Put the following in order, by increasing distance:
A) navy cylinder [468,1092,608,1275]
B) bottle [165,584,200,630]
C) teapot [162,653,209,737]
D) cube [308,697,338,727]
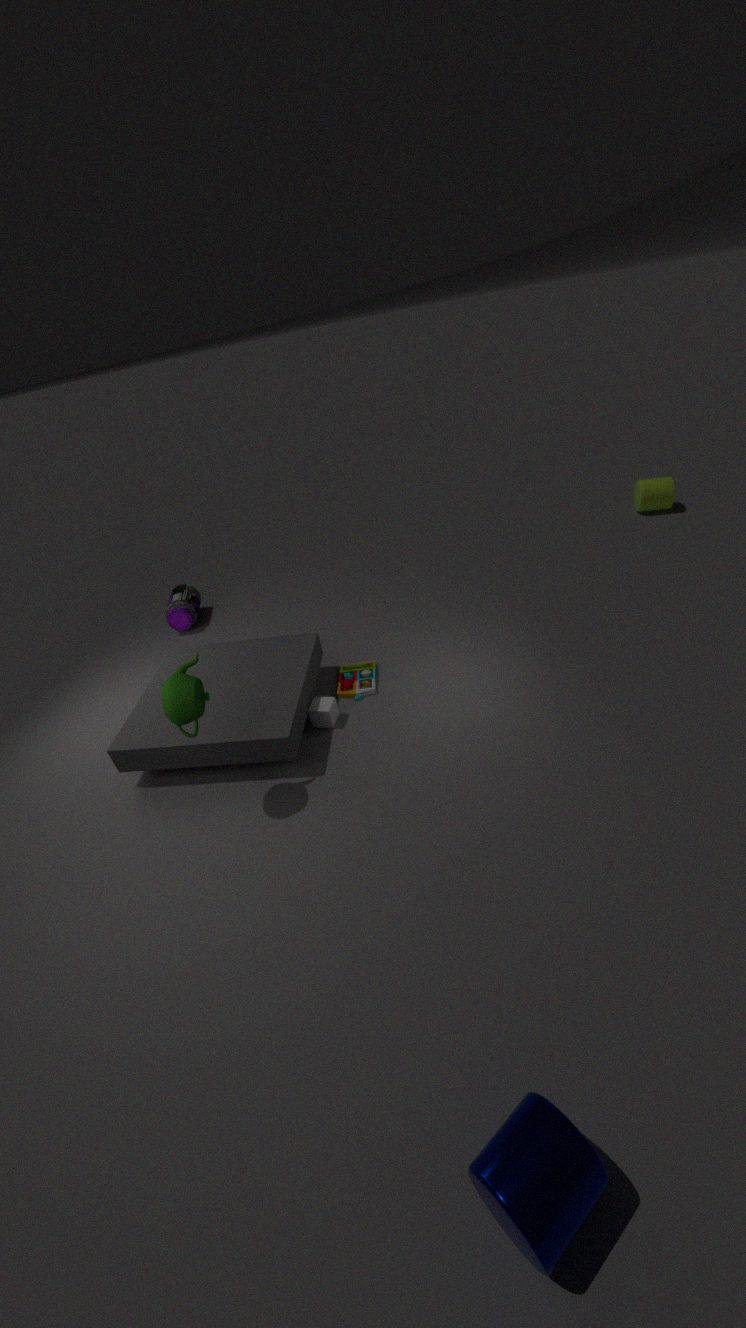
navy cylinder [468,1092,608,1275], teapot [162,653,209,737], cube [308,697,338,727], bottle [165,584,200,630]
